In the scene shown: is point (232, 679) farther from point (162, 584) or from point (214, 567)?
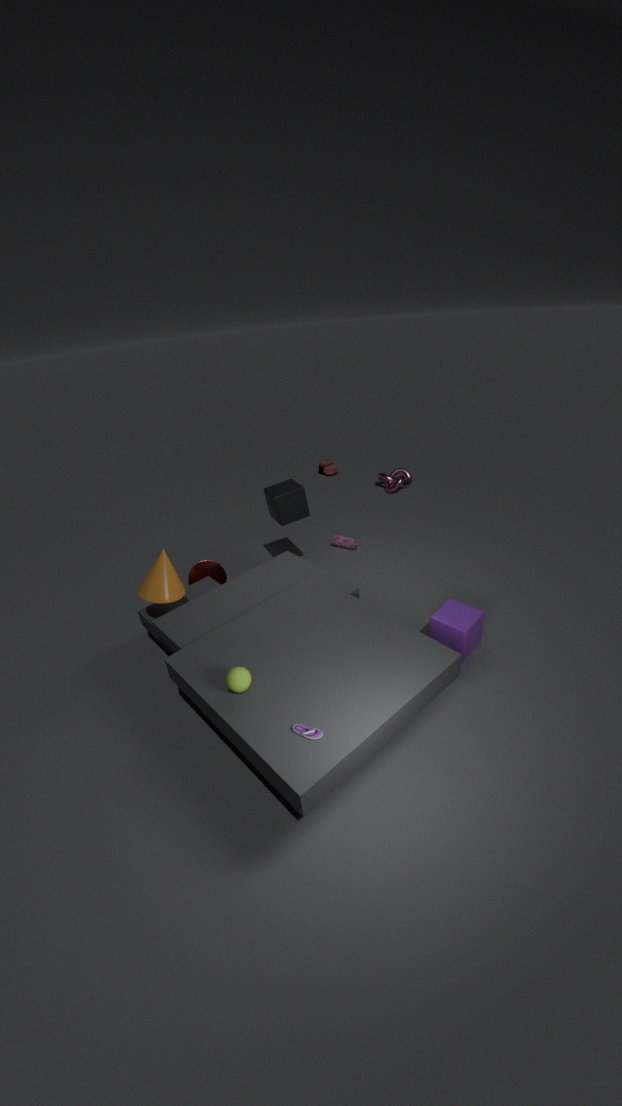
point (214, 567)
